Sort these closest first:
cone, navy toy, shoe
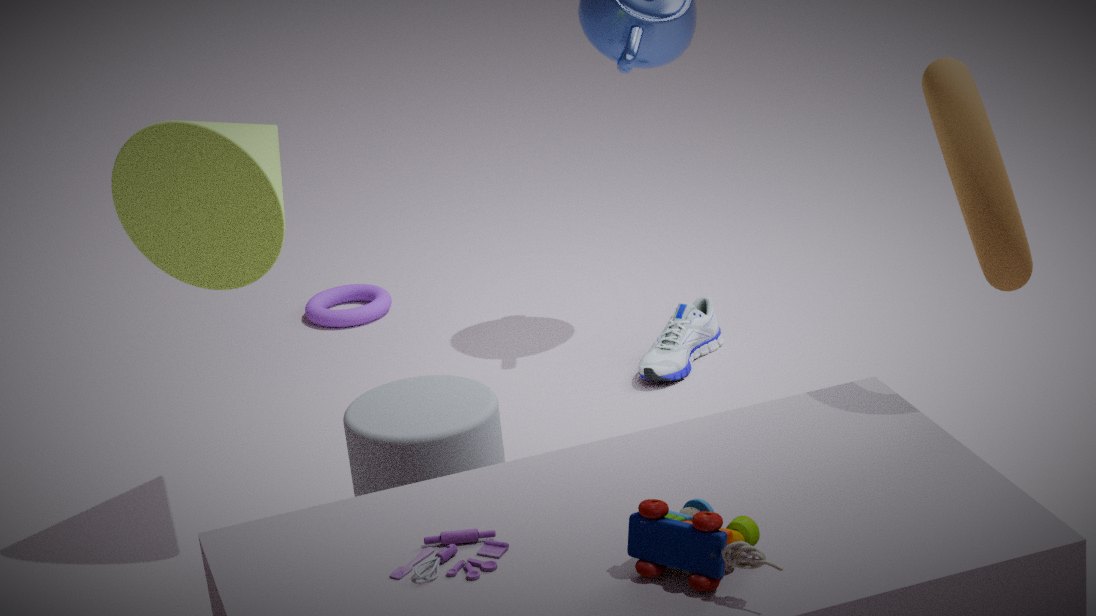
navy toy → cone → shoe
